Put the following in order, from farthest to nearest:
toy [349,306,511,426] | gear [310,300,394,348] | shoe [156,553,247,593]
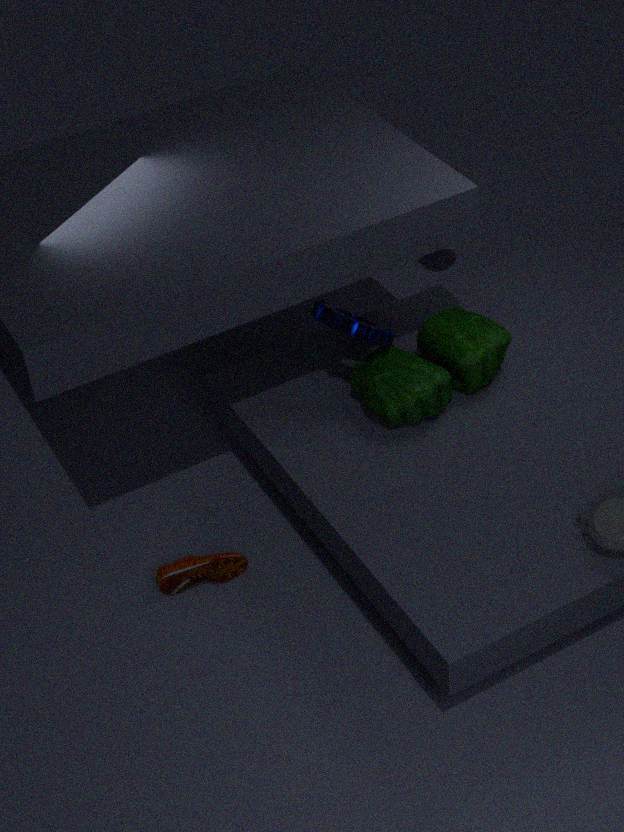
toy [349,306,511,426] < shoe [156,553,247,593] < gear [310,300,394,348]
